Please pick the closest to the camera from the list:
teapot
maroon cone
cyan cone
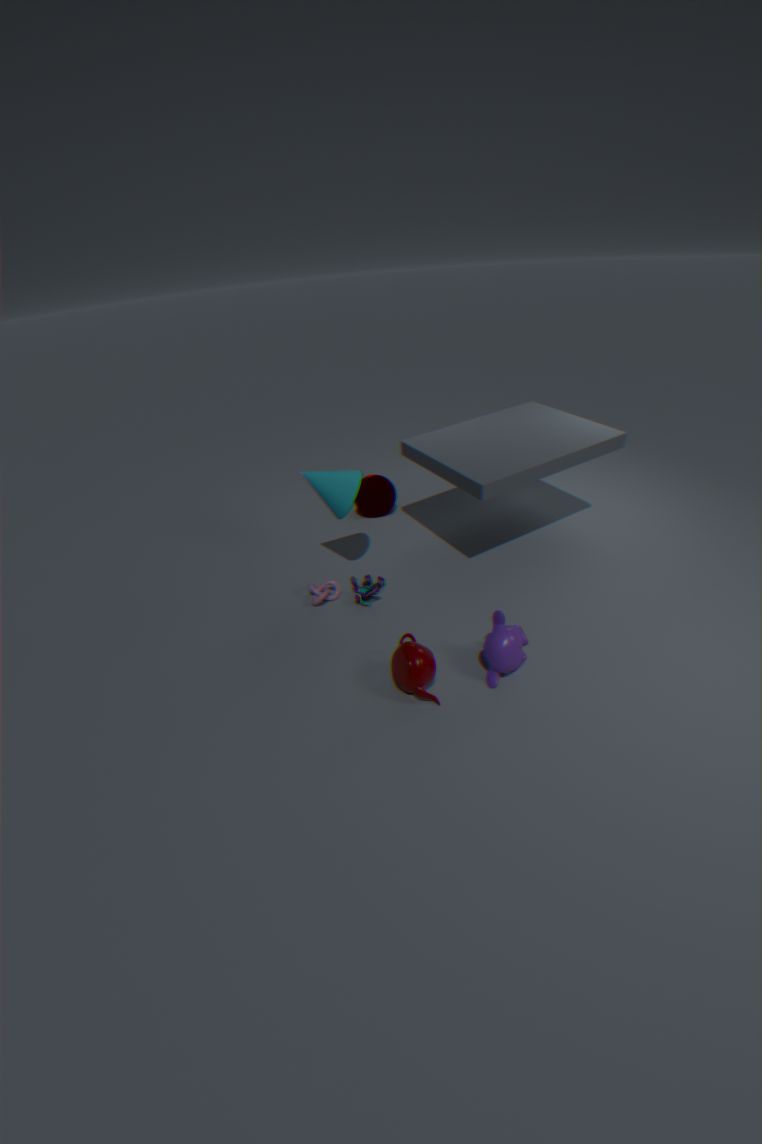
teapot
